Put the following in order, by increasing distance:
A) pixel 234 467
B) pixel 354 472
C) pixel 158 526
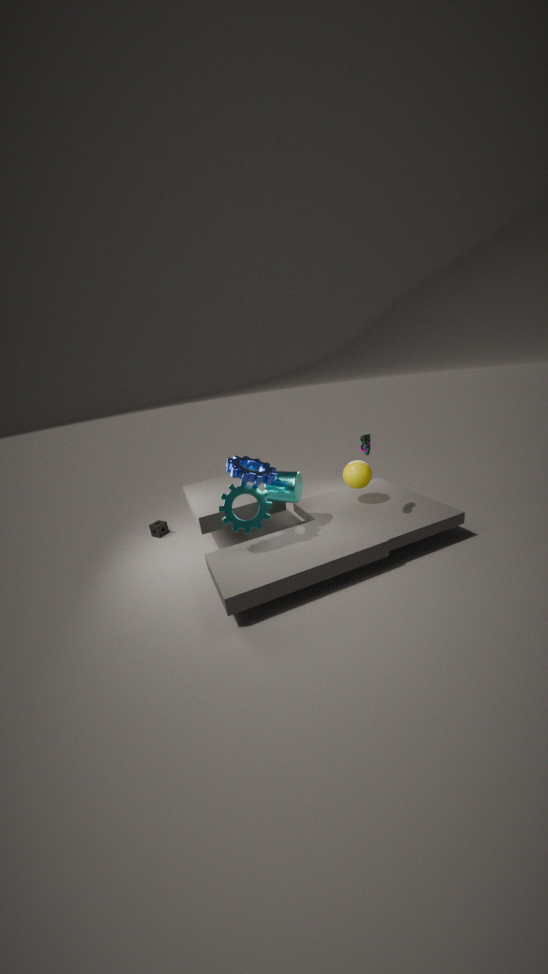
pixel 234 467, pixel 354 472, pixel 158 526
